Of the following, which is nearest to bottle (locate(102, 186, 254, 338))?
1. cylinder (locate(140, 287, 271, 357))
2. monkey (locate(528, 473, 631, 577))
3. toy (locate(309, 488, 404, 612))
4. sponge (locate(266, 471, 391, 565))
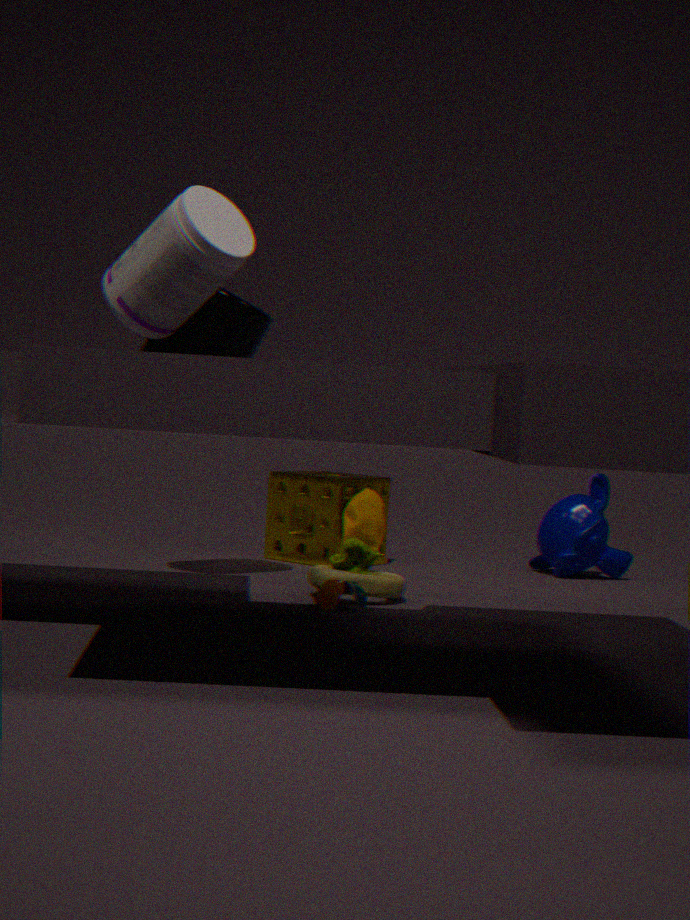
cylinder (locate(140, 287, 271, 357))
